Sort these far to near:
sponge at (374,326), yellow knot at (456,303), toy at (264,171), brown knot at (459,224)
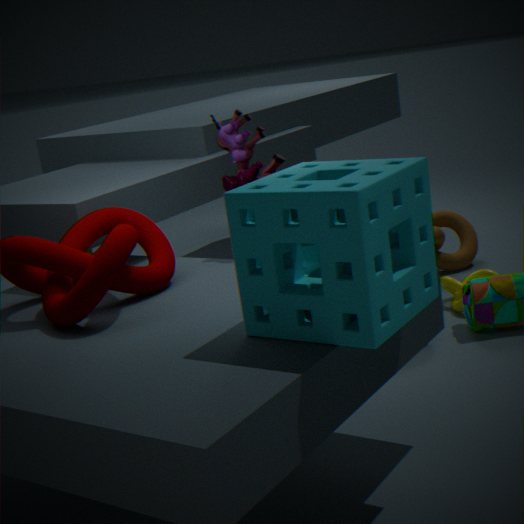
brown knot at (459,224) → yellow knot at (456,303) → toy at (264,171) → sponge at (374,326)
